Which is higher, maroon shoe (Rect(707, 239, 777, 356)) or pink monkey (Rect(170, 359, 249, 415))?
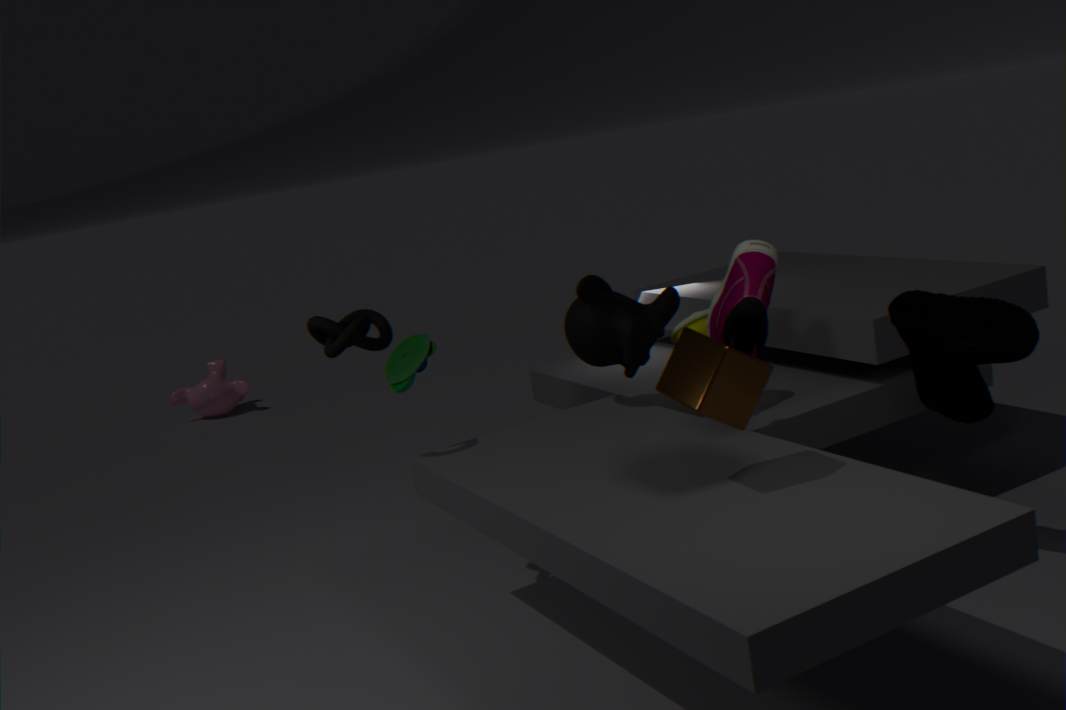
maroon shoe (Rect(707, 239, 777, 356))
